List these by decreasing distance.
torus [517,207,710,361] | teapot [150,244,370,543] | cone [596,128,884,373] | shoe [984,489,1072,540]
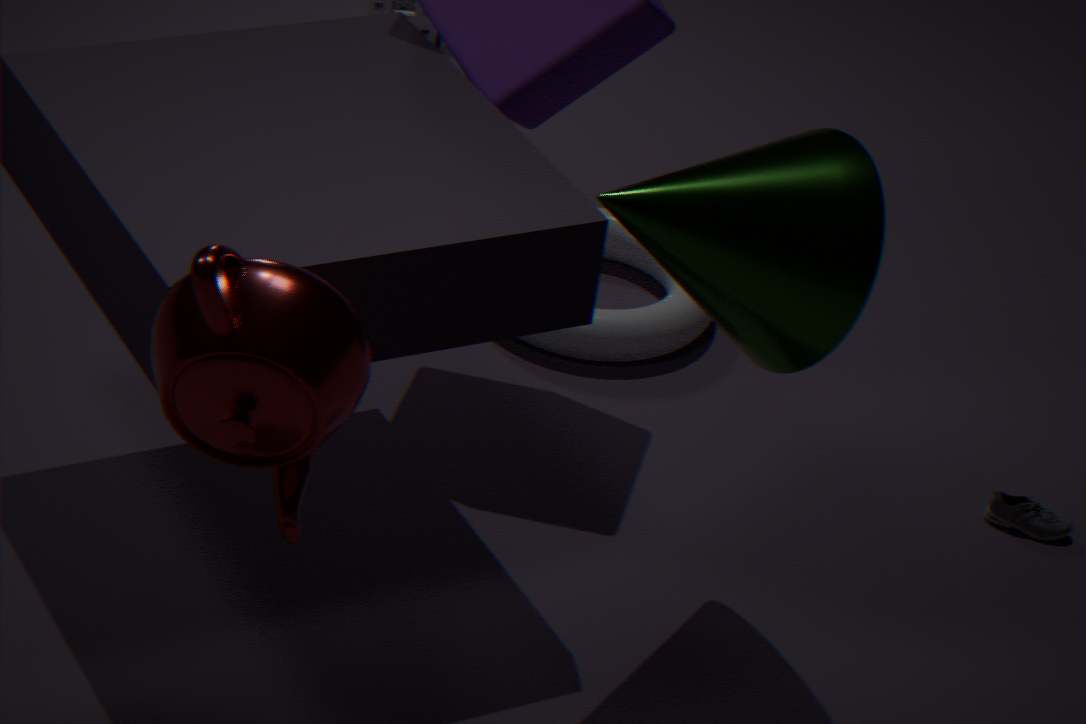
torus [517,207,710,361]
shoe [984,489,1072,540]
cone [596,128,884,373]
teapot [150,244,370,543]
